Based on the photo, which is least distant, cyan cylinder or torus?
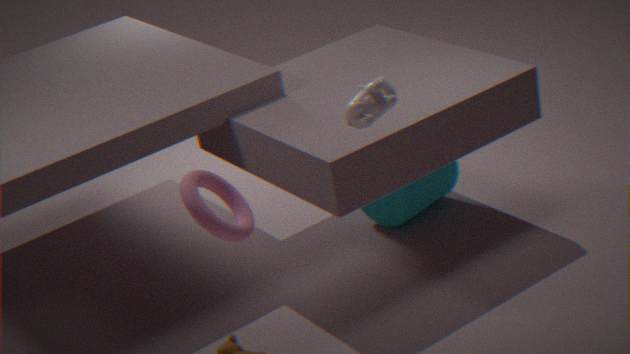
torus
